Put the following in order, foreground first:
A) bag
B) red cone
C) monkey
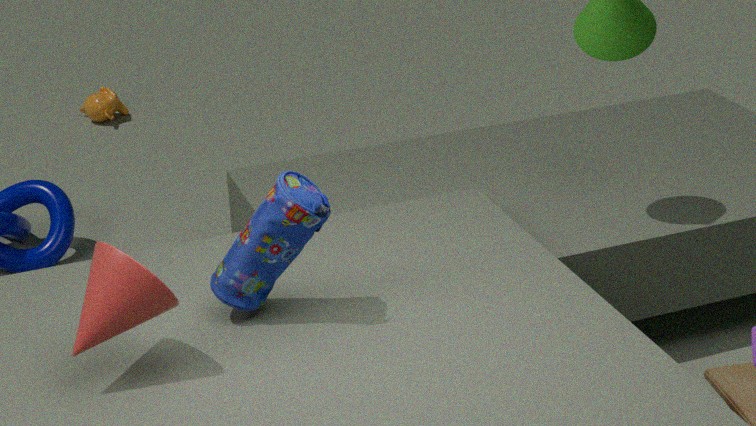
red cone < bag < monkey
